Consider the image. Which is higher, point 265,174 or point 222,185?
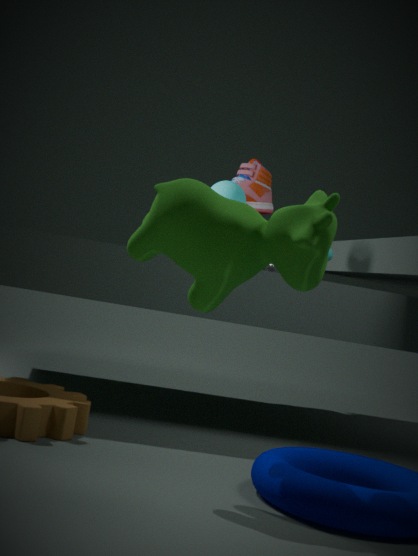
point 265,174
